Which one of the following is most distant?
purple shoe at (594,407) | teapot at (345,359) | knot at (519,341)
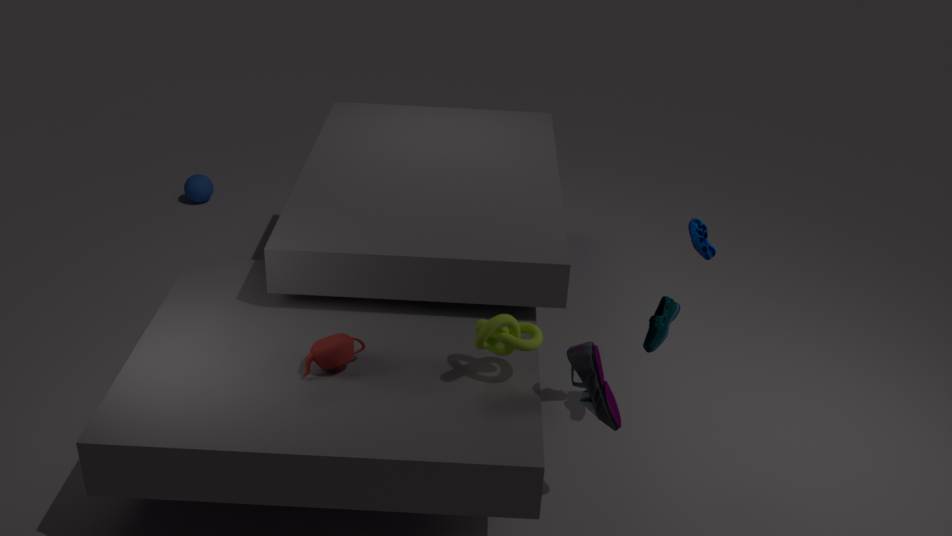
teapot at (345,359)
